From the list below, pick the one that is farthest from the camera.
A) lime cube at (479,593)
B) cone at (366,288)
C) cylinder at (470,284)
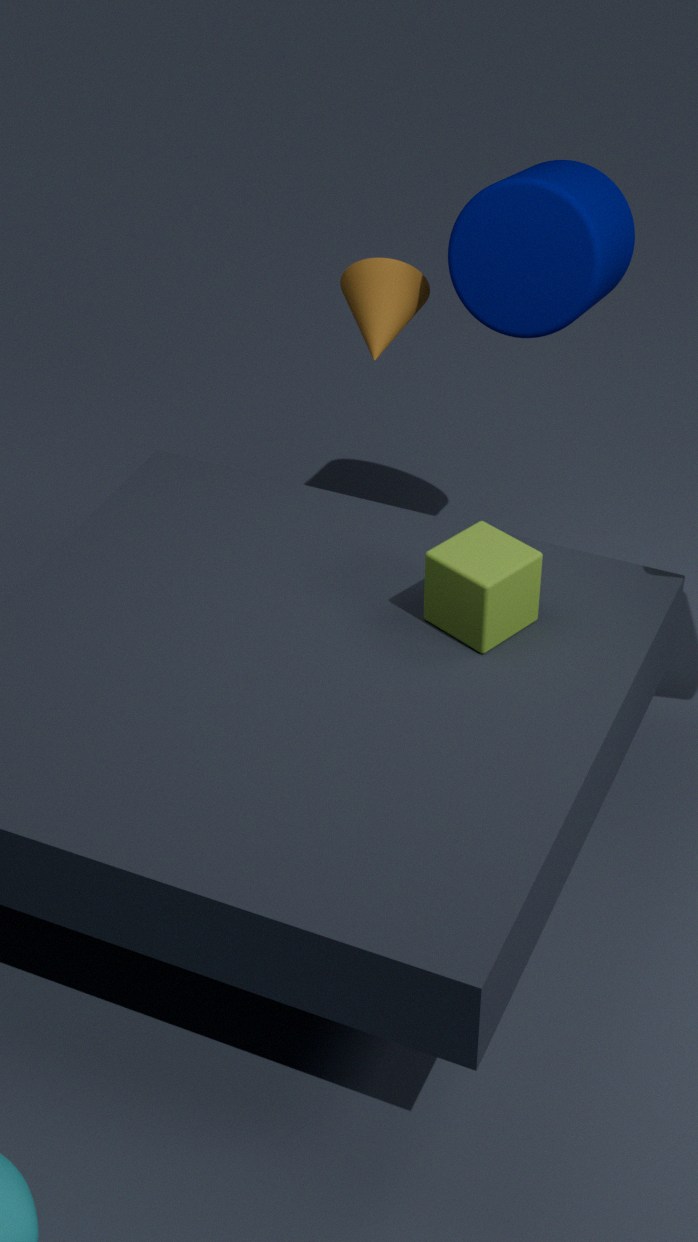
cone at (366,288)
